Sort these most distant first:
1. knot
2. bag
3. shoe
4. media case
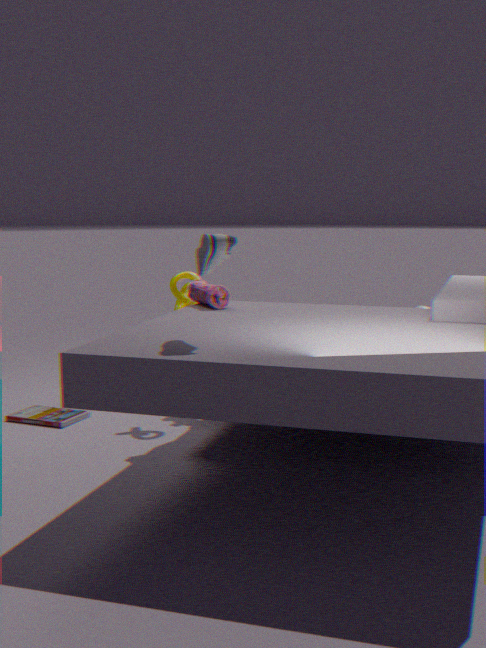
knot → media case → bag → shoe
